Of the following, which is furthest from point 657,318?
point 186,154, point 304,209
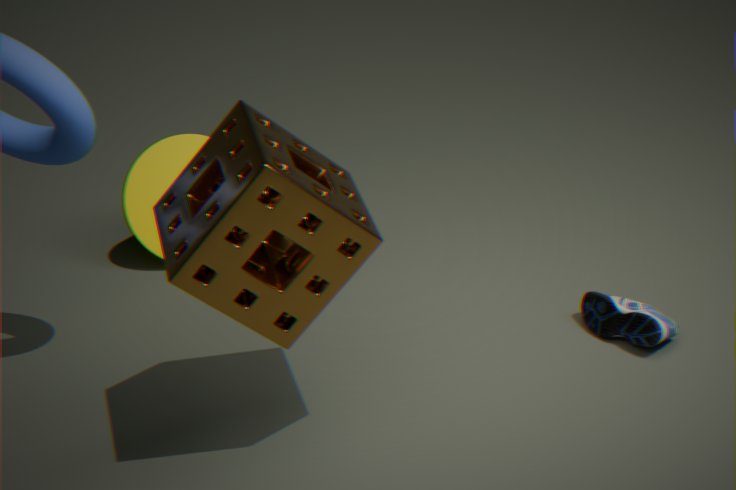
point 186,154
